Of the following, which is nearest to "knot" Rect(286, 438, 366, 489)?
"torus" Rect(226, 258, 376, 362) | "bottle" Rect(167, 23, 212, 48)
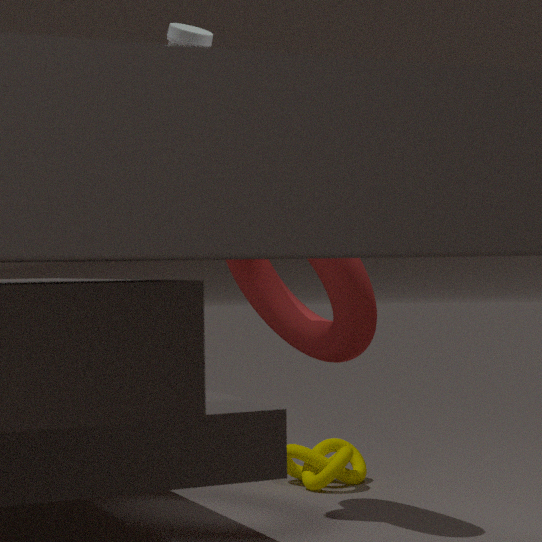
"torus" Rect(226, 258, 376, 362)
